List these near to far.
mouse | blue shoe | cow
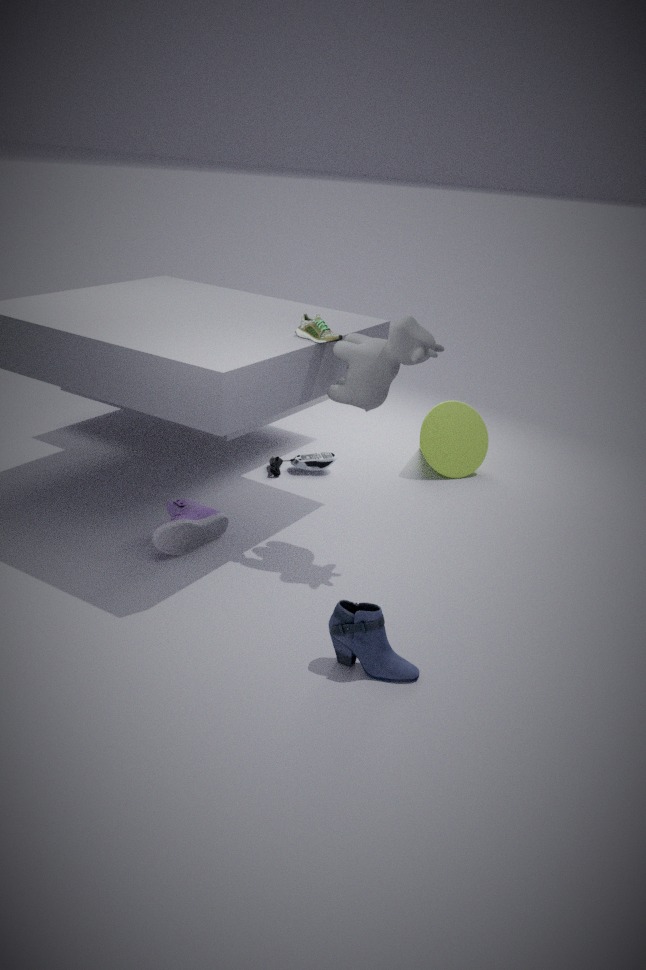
blue shoe
cow
mouse
